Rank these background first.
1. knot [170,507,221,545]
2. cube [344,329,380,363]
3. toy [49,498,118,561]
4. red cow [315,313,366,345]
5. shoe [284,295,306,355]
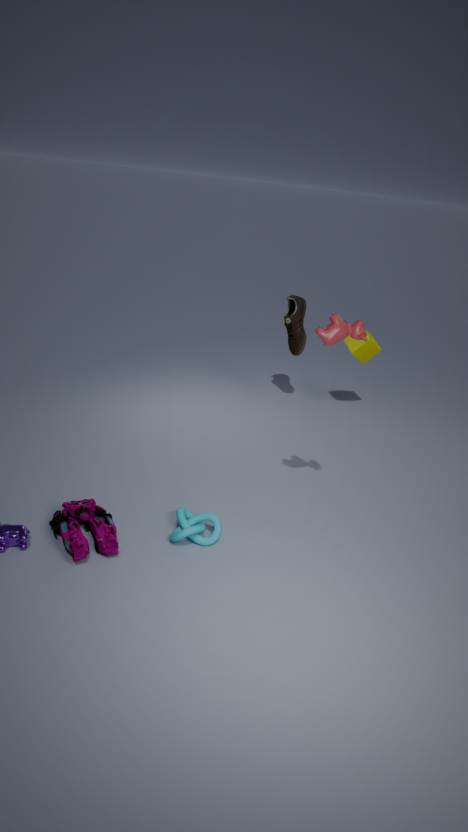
1. shoe [284,295,306,355]
2. cube [344,329,380,363]
3. red cow [315,313,366,345]
4. knot [170,507,221,545]
5. toy [49,498,118,561]
